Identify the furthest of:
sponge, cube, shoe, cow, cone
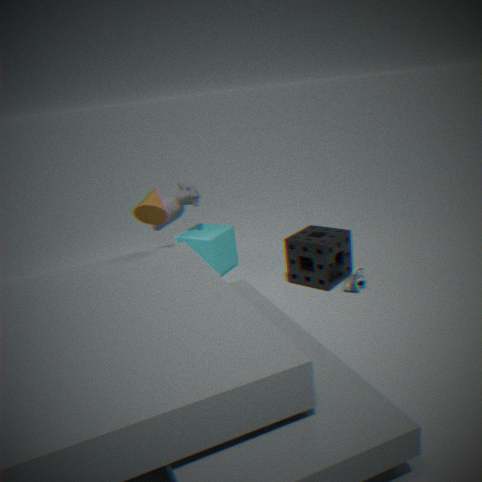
cube
